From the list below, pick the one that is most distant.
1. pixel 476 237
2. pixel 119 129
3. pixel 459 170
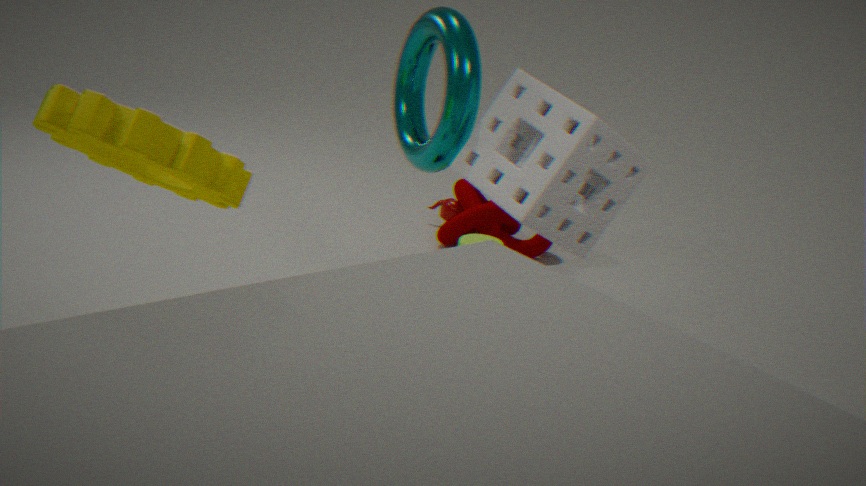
pixel 476 237
